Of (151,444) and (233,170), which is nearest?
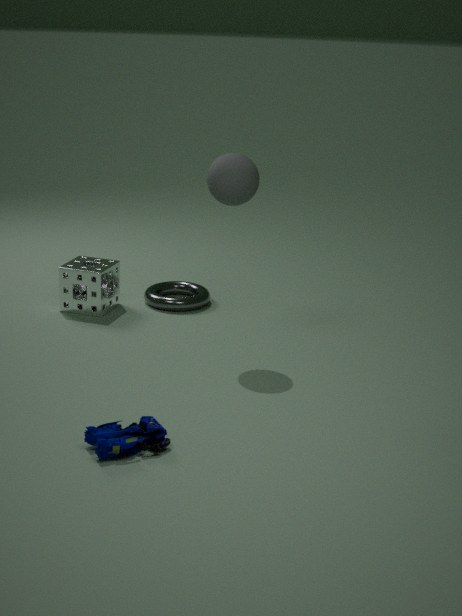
(151,444)
